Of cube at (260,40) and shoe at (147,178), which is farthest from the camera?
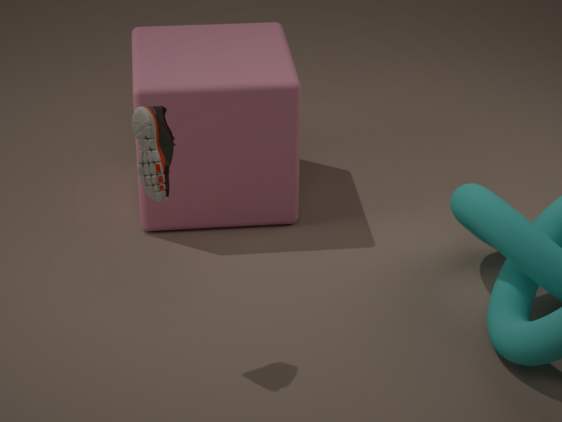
cube at (260,40)
